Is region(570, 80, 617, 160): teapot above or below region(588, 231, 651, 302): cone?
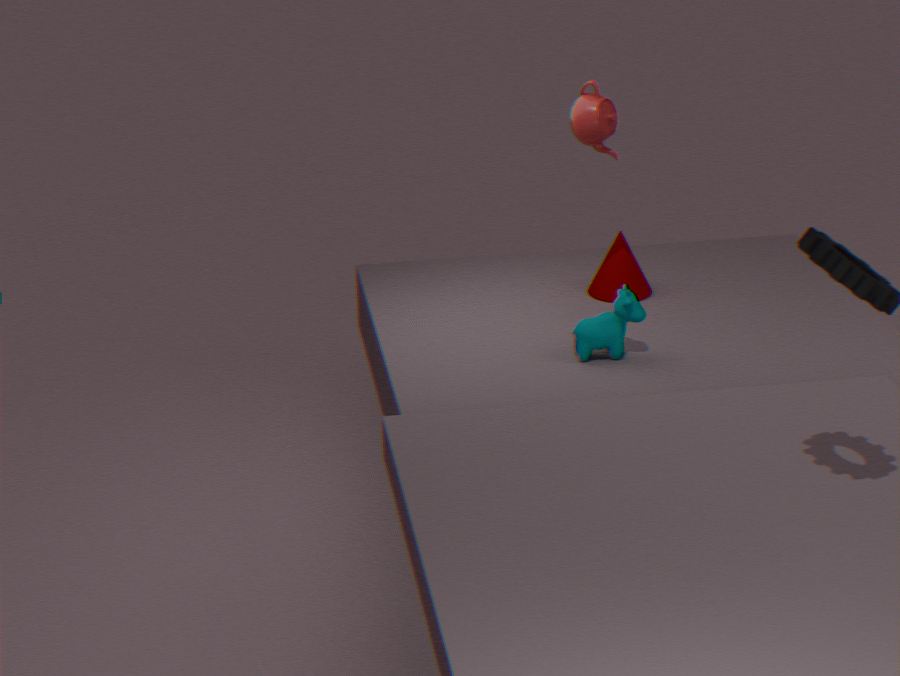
above
